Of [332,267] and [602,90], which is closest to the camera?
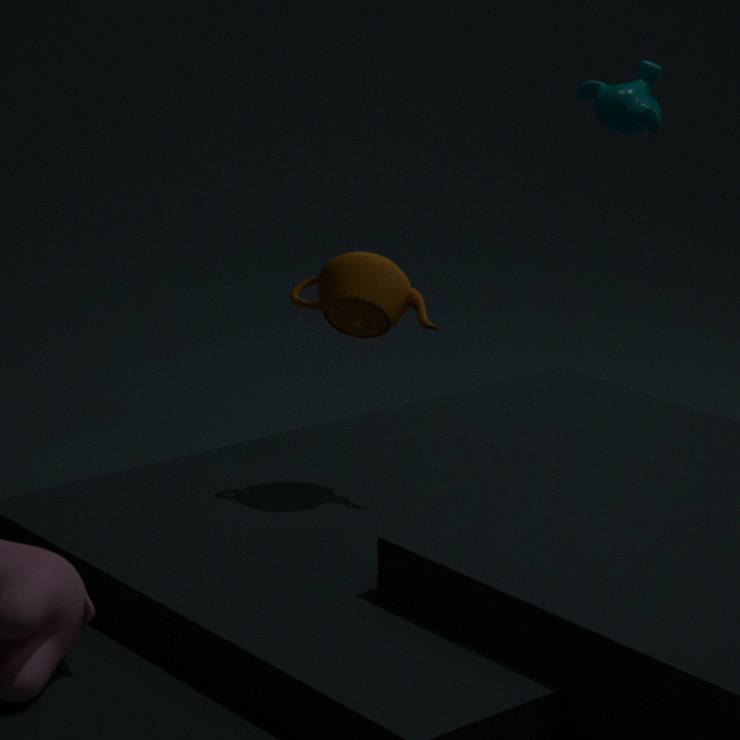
[332,267]
